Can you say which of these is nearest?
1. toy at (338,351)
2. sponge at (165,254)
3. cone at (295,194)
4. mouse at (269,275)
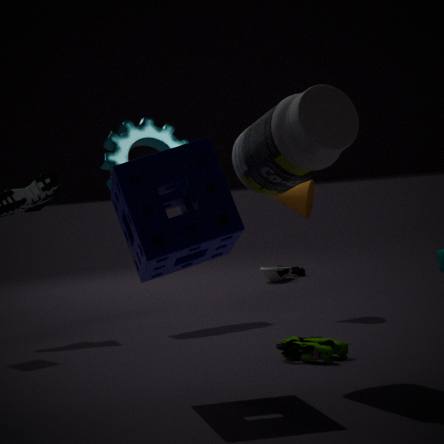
sponge at (165,254)
